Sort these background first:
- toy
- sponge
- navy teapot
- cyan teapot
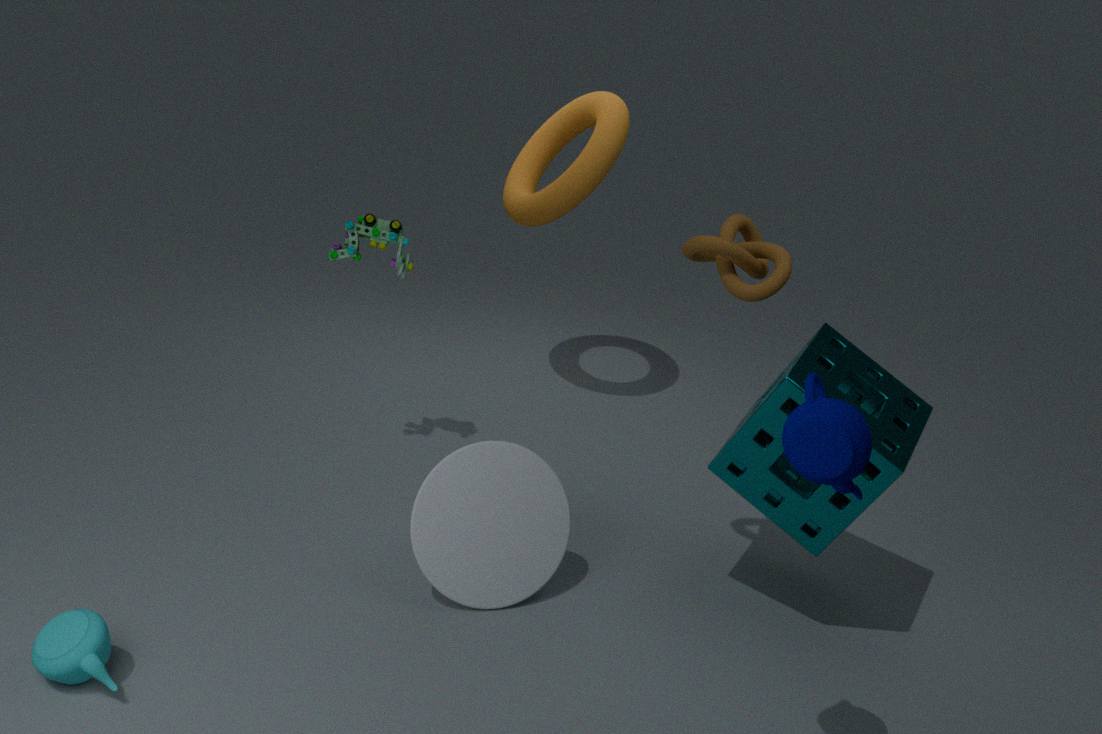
toy < sponge < cyan teapot < navy teapot
